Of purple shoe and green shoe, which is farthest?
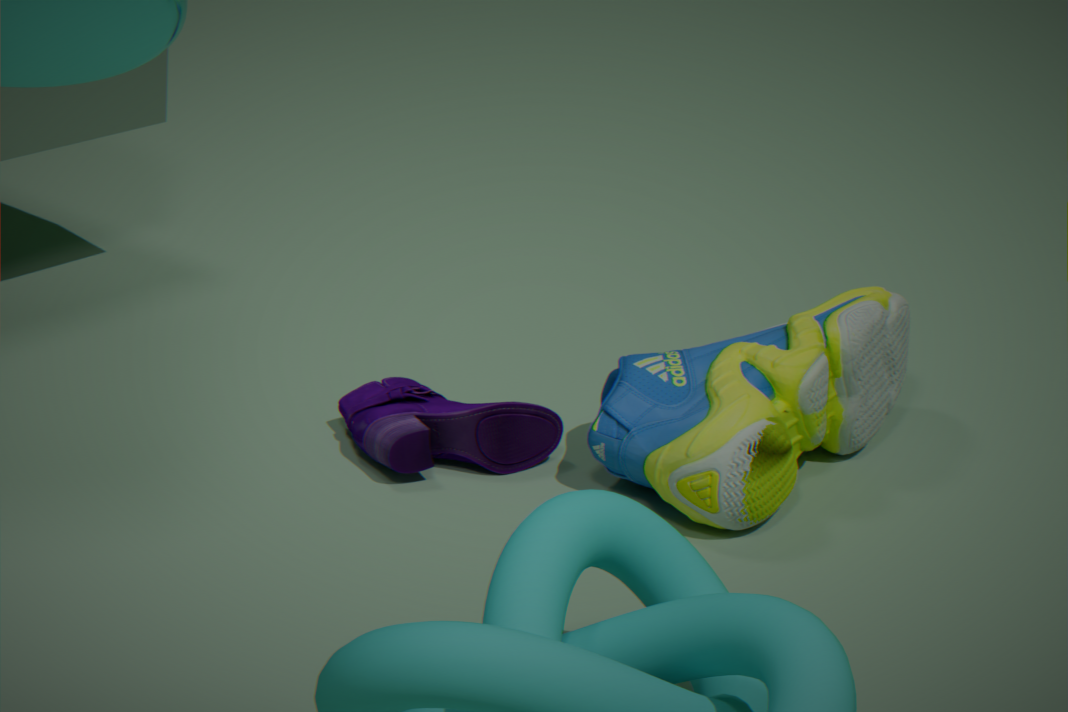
purple shoe
